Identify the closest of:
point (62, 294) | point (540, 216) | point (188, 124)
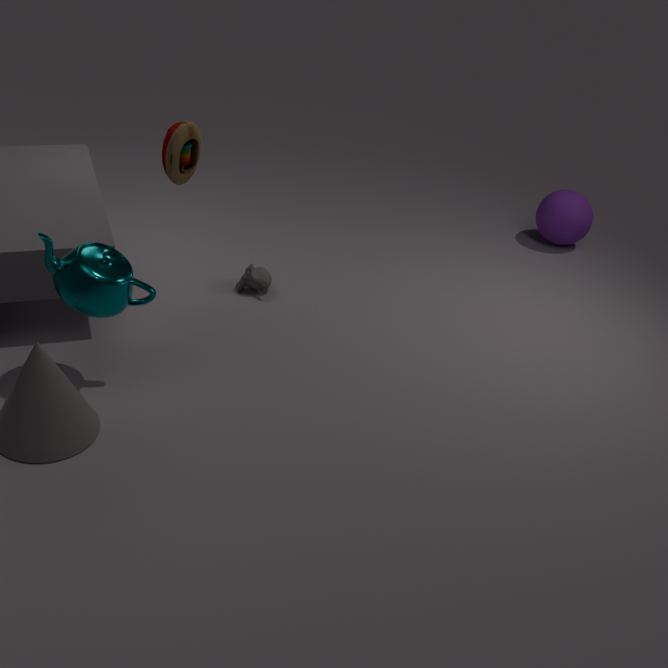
point (62, 294)
